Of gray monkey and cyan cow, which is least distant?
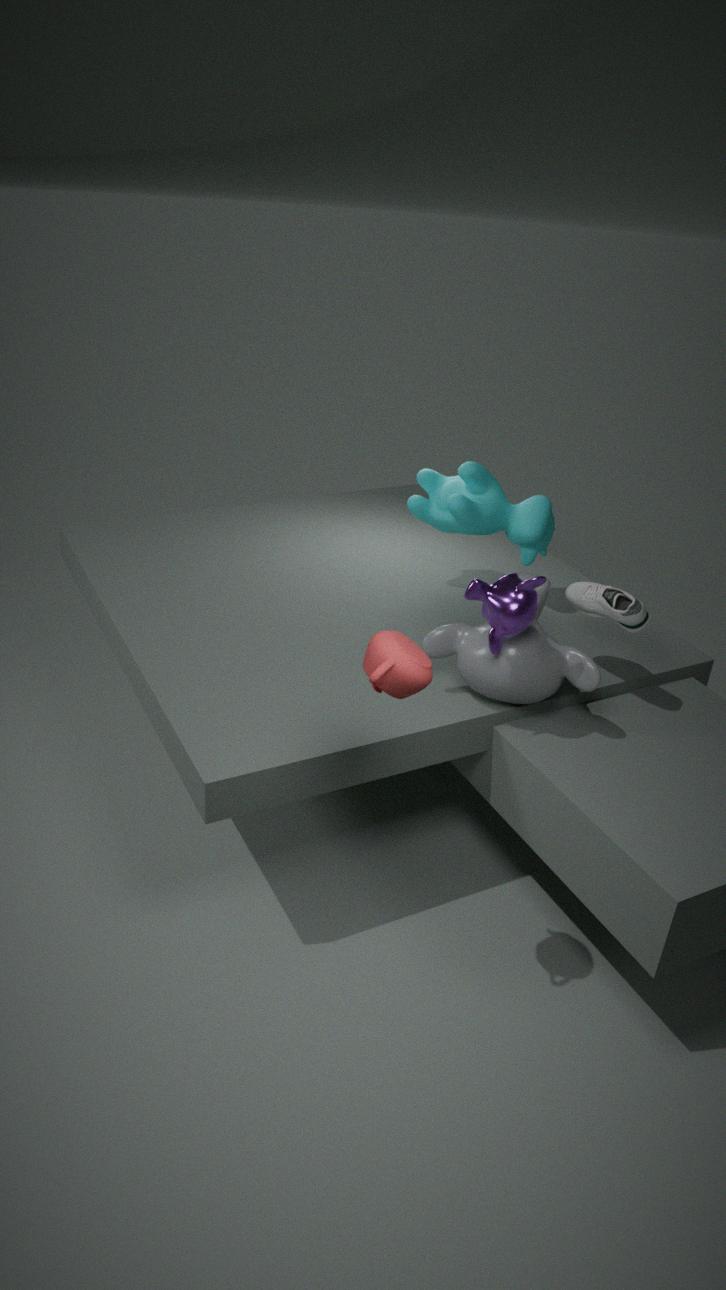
gray monkey
